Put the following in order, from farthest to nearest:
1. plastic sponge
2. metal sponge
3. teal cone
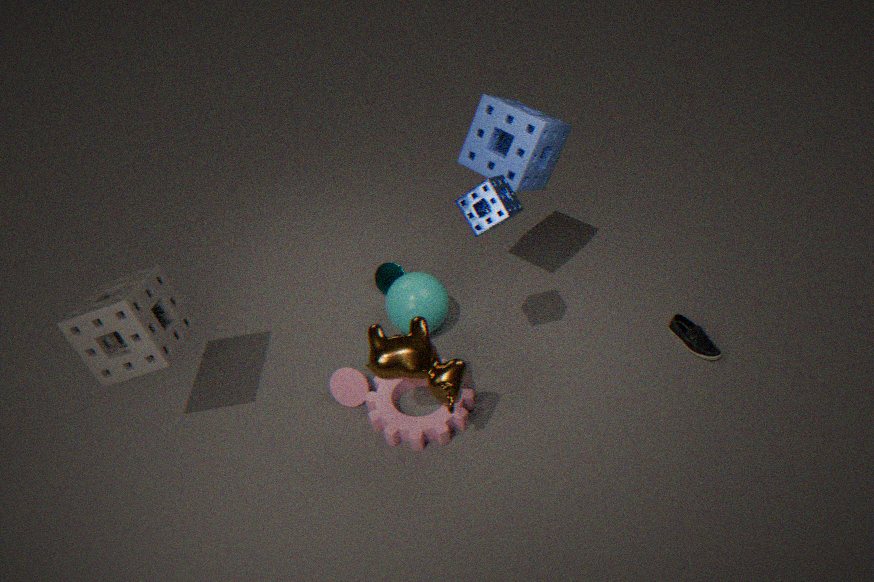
teal cone
plastic sponge
metal sponge
